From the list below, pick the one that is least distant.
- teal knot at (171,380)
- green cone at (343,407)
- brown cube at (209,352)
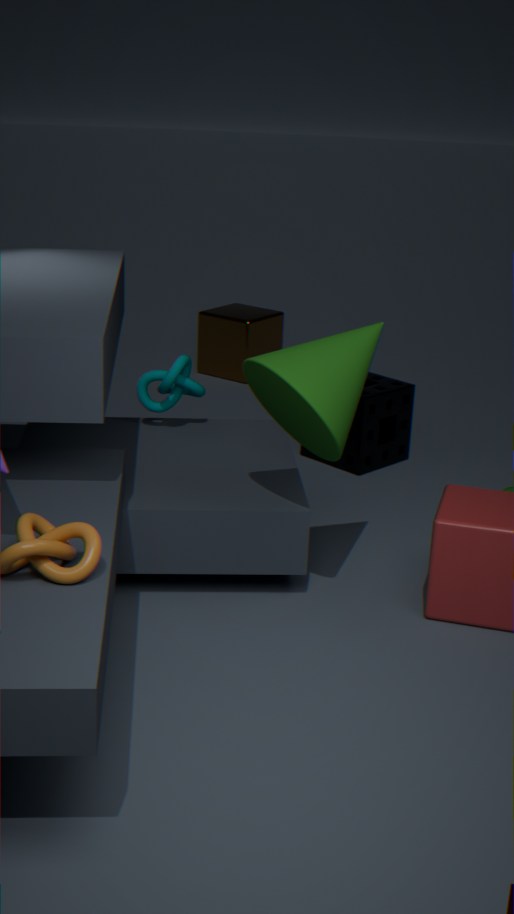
green cone at (343,407)
